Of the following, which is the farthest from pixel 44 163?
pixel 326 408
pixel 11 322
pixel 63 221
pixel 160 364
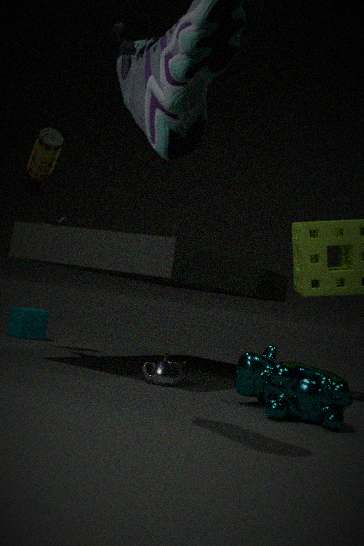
pixel 326 408
